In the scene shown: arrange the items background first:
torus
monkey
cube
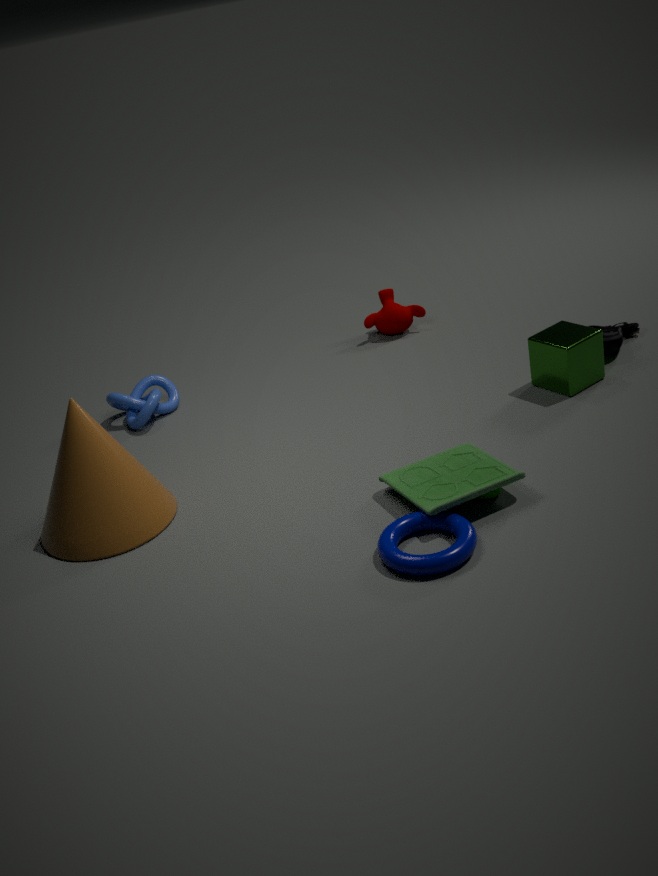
1. monkey
2. cube
3. torus
